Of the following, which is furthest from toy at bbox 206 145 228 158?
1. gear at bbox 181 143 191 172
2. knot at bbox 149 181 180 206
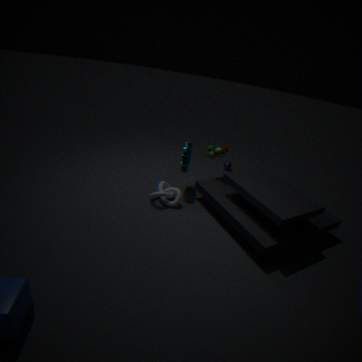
knot at bbox 149 181 180 206
